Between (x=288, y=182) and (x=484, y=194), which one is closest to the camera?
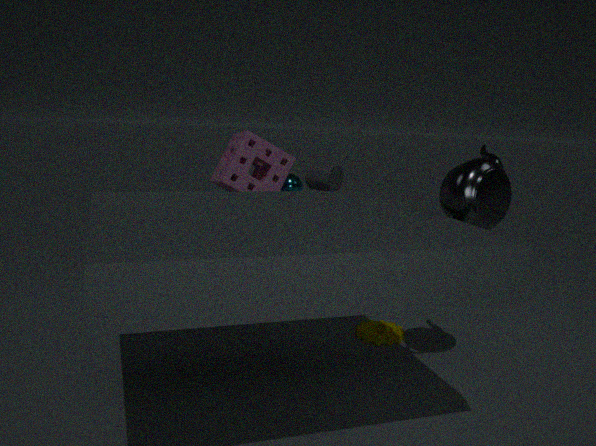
(x=484, y=194)
